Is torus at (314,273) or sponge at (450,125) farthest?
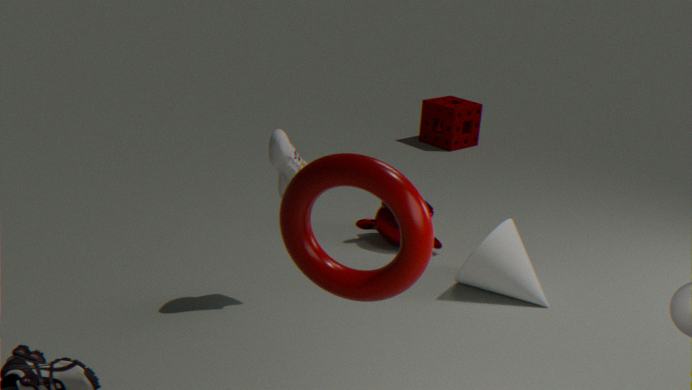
sponge at (450,125)
